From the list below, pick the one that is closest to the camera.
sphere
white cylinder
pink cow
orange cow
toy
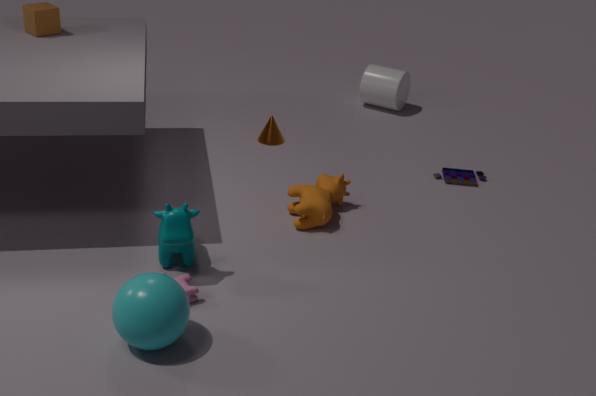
sphere
